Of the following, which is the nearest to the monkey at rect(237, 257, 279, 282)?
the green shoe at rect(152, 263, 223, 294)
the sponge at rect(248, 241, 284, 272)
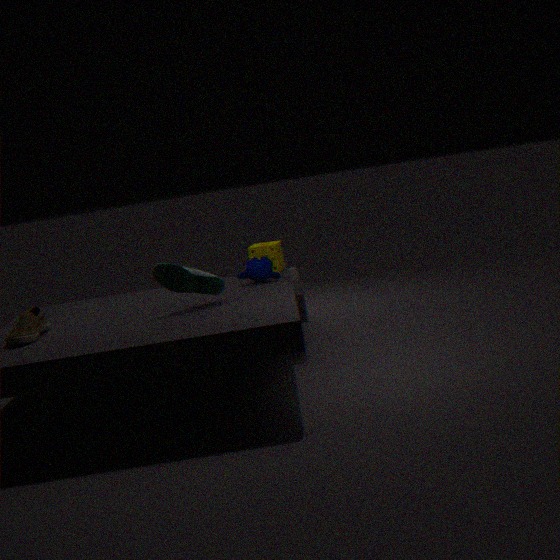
the sponge at rect(248, 241, 284, 272)
